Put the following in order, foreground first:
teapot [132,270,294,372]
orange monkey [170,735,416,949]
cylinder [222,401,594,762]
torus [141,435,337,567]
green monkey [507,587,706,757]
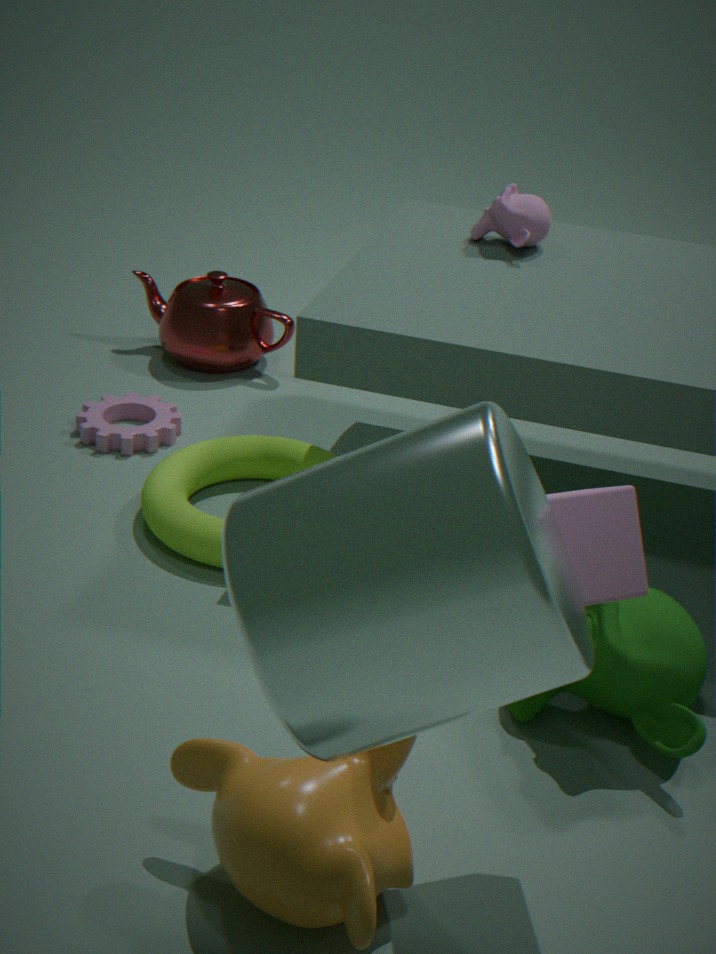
1. cylinder [222,401,594,762]
2. orange monkey [170,735,416,949]
3. green monkey [507,587,706,757]
4. torus [141,435,337,567]
5. teapot [132,270,294,372]
